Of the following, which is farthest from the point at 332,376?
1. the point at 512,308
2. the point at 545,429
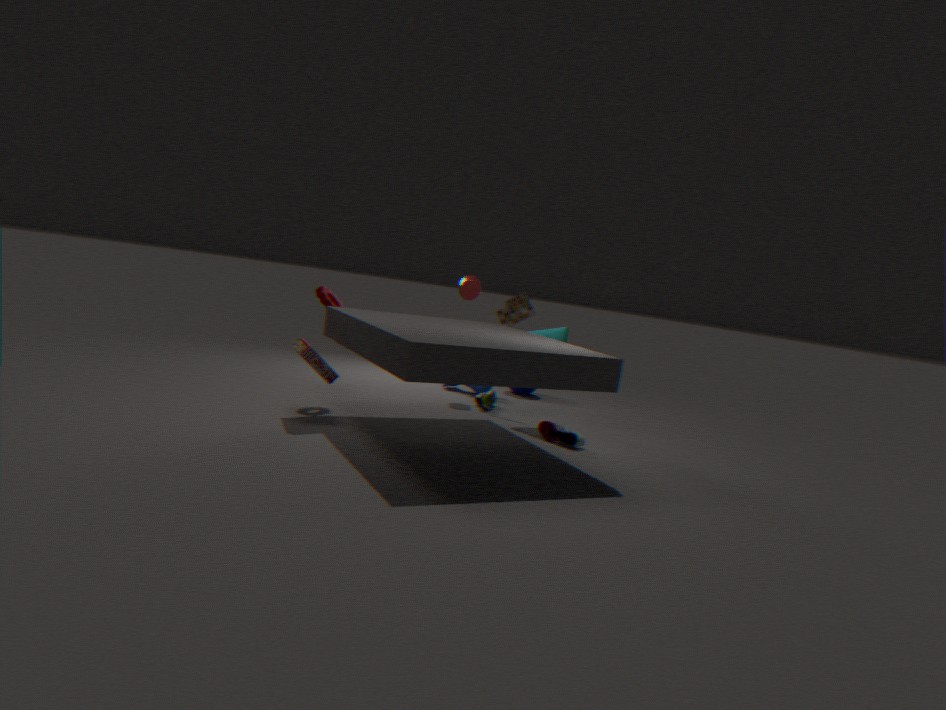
the point at 512,308
